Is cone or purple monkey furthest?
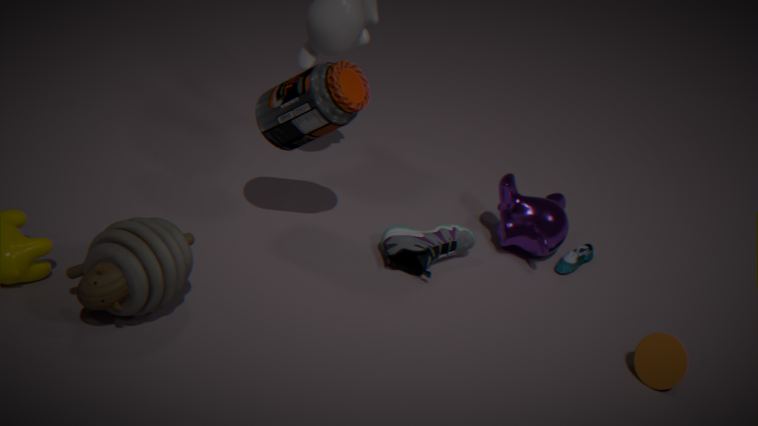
purple monkey
